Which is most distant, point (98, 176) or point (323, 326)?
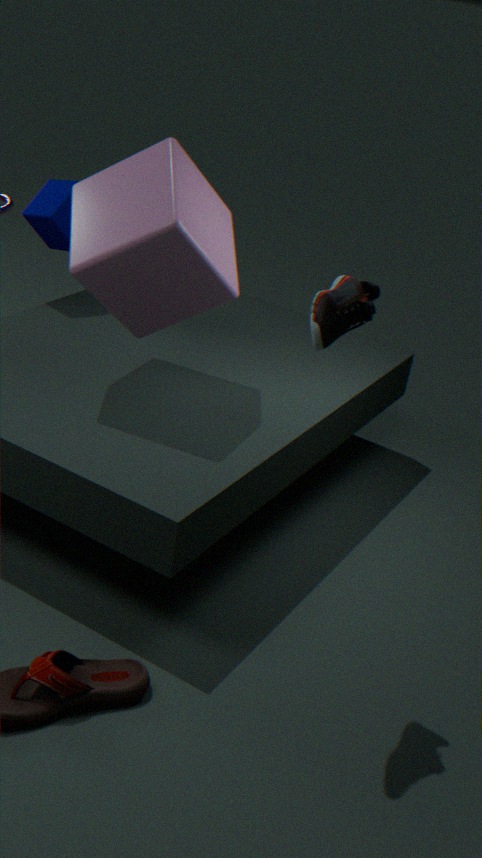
point (98, 176)
